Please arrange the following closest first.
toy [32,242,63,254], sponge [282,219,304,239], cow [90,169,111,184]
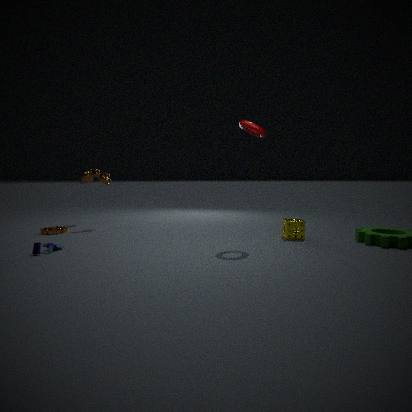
toy [32,242,63,254] → sponge [282,219,304,239] → cow [90,169,111,184]
